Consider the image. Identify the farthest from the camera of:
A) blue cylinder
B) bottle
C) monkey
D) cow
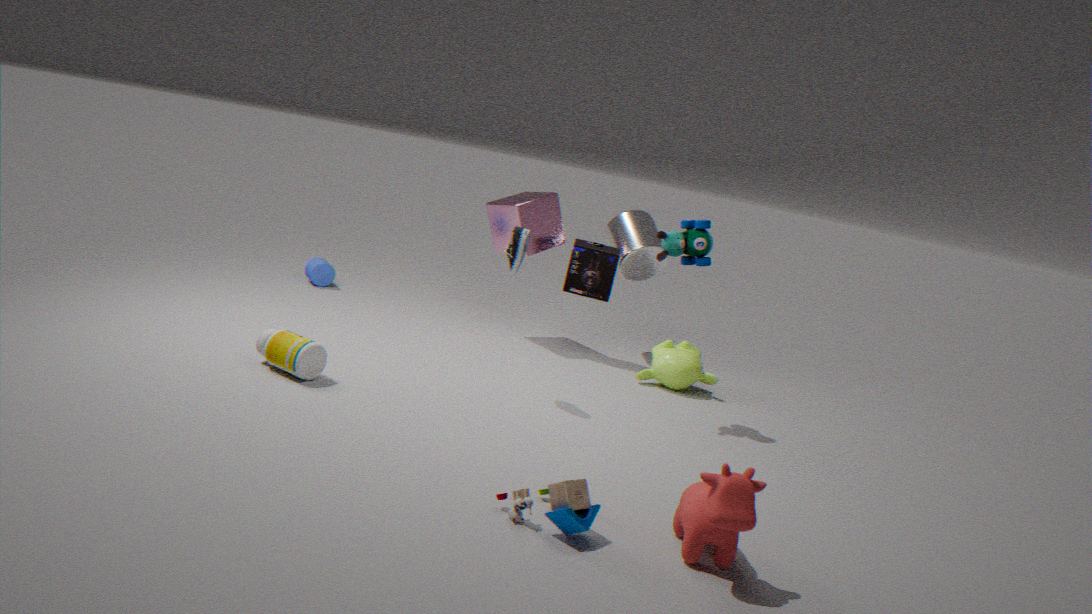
blue cylinder
